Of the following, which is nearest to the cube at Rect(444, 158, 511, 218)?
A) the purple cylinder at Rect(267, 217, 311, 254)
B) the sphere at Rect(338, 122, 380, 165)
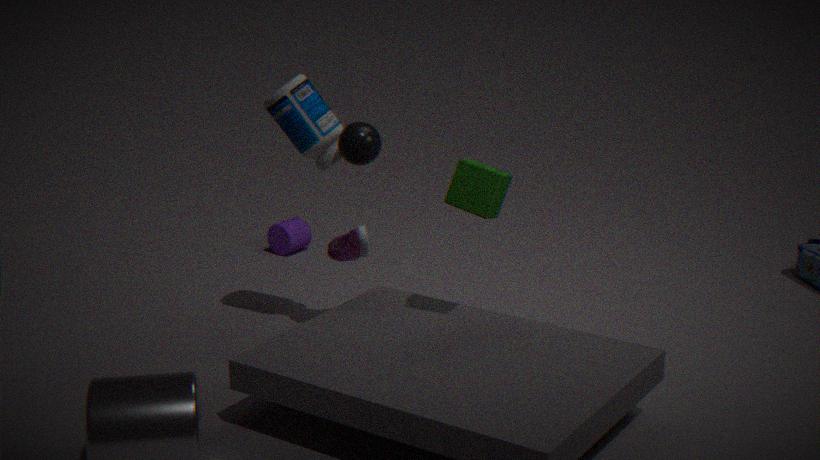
the sphere at Rect(338, 122, 380, 165)
